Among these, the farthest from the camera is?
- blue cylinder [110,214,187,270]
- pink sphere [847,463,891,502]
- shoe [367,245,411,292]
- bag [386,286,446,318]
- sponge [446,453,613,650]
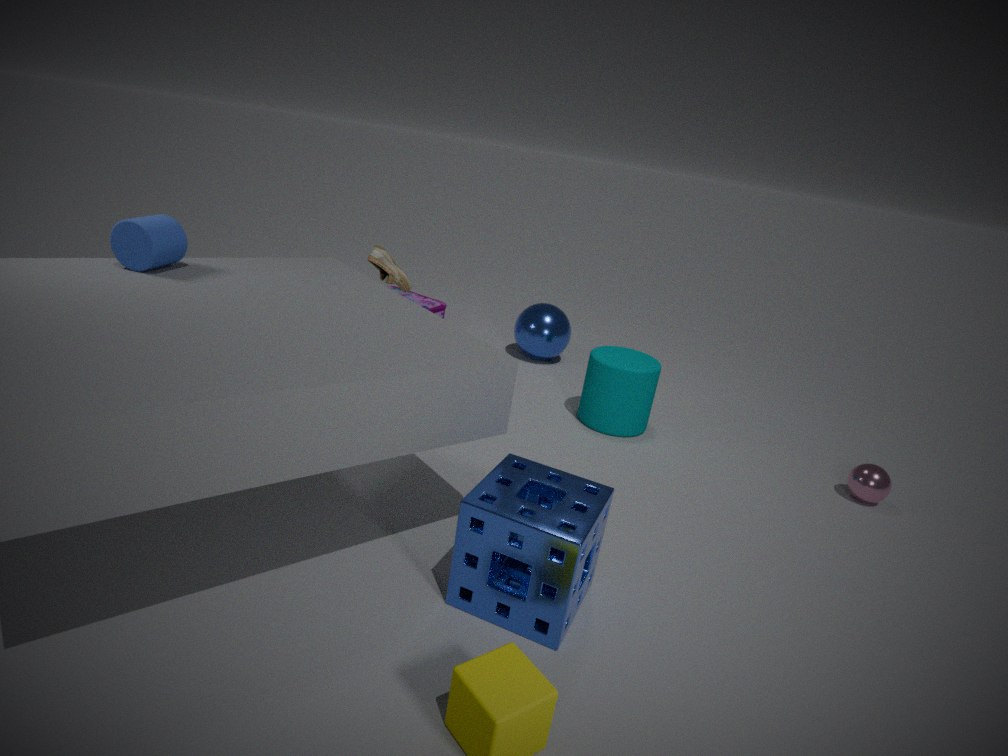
bag [386,286,446,318]
